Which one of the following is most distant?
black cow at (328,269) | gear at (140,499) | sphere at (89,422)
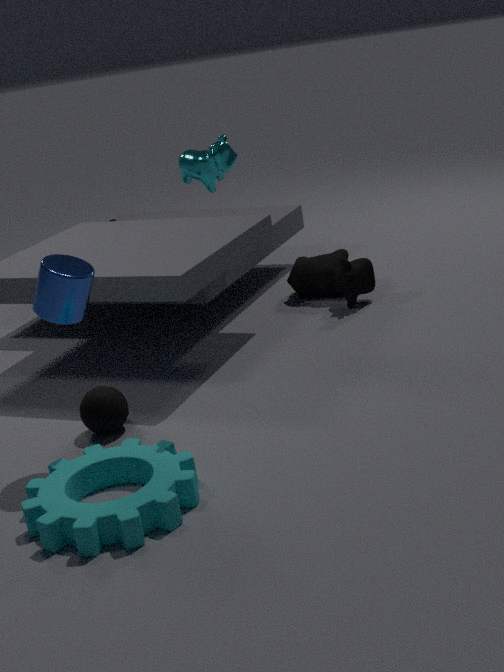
black cow at (328,269)
